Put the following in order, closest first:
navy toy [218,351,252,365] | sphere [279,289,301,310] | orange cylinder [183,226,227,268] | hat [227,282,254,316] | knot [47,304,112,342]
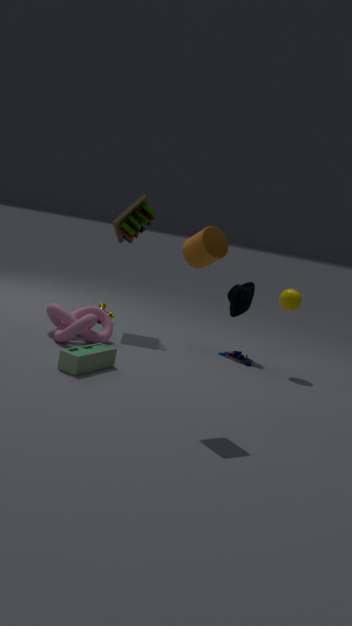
orange cylinder [183,226,227,268]
knot [47,304,112,342]
sphere [279,289,301,310]
navy toy [218,351,252,365]
hat [227,282,254,316]
